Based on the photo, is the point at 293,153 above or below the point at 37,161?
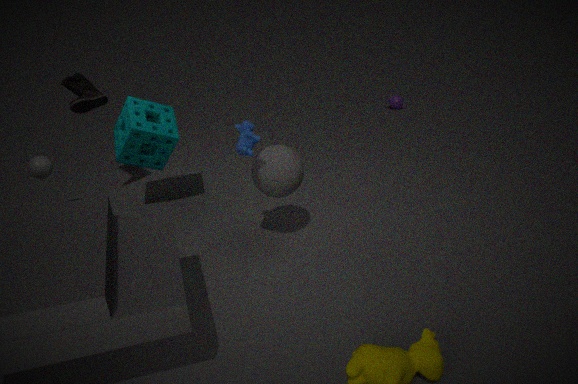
above
